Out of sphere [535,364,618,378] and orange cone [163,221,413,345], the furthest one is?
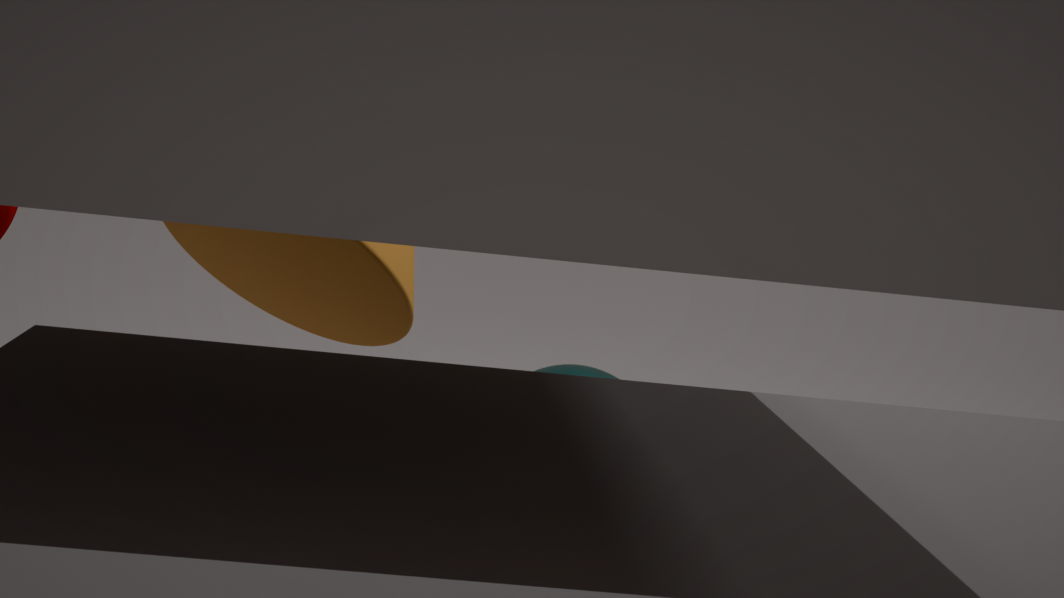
sphere [535,364,618,378]
